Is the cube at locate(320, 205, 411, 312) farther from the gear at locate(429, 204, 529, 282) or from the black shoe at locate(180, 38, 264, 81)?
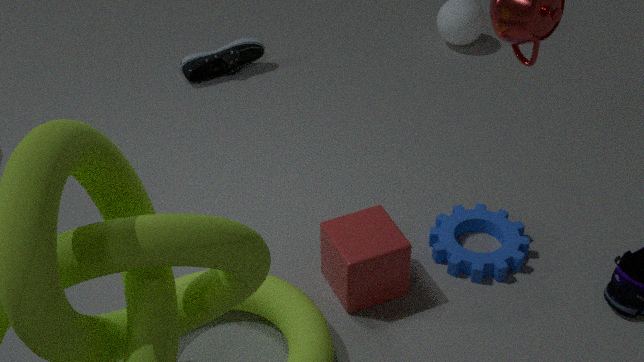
the black shoe at locate(180, 38, 264, 81)
